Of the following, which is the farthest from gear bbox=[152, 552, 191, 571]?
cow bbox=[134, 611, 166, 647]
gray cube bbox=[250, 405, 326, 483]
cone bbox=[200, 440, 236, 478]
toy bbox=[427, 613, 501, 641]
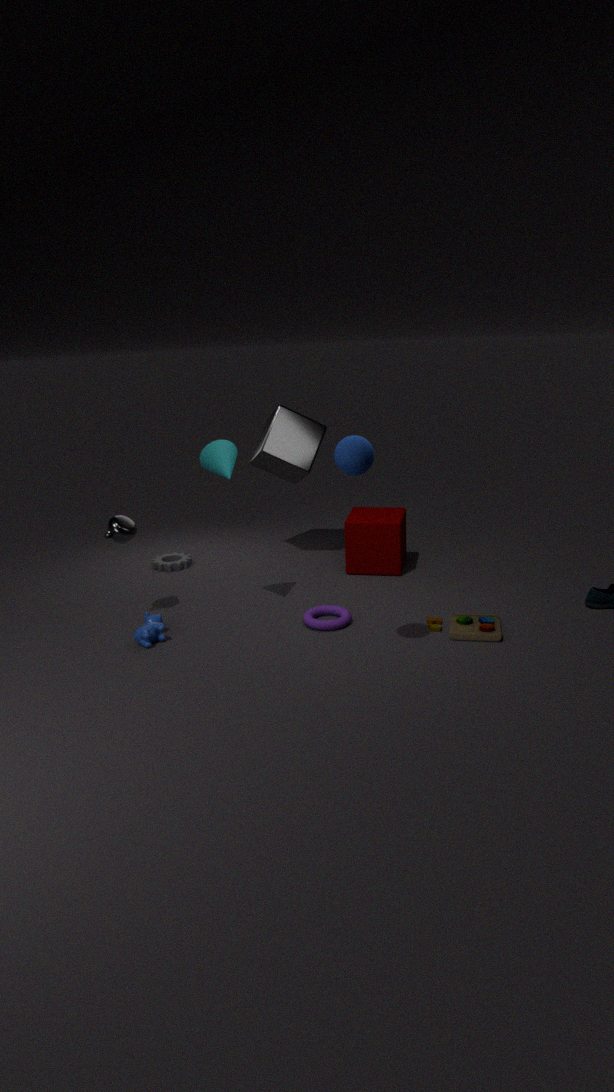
toy bbox=[427, 613, 501, 641]
